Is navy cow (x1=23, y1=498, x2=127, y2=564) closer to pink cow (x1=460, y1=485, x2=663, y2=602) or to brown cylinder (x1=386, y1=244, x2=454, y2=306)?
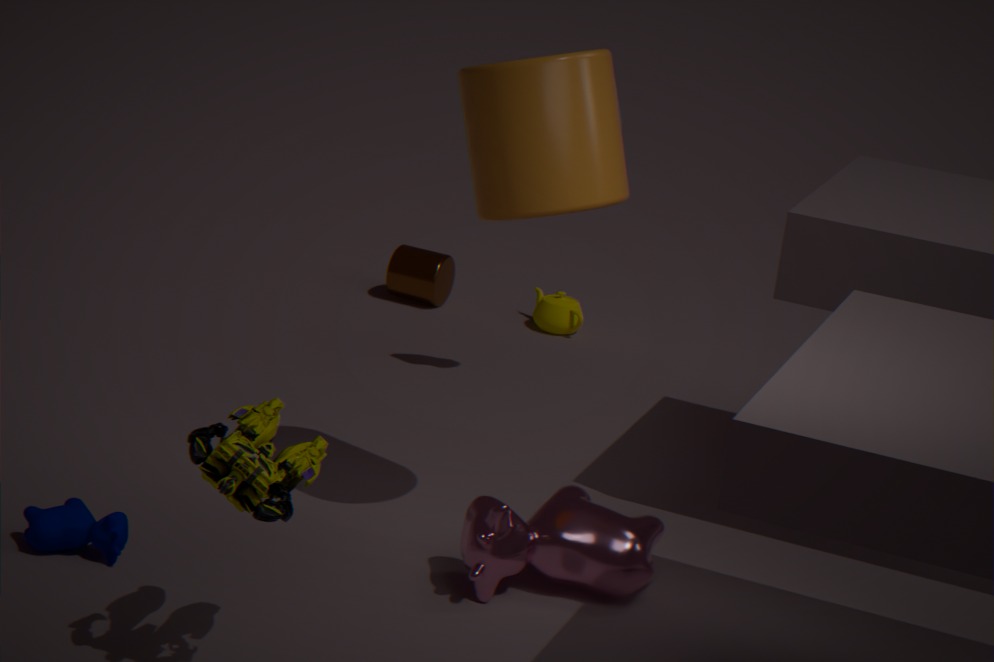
pink cow (x1=460, y1=485, x2=663, y2=602)
